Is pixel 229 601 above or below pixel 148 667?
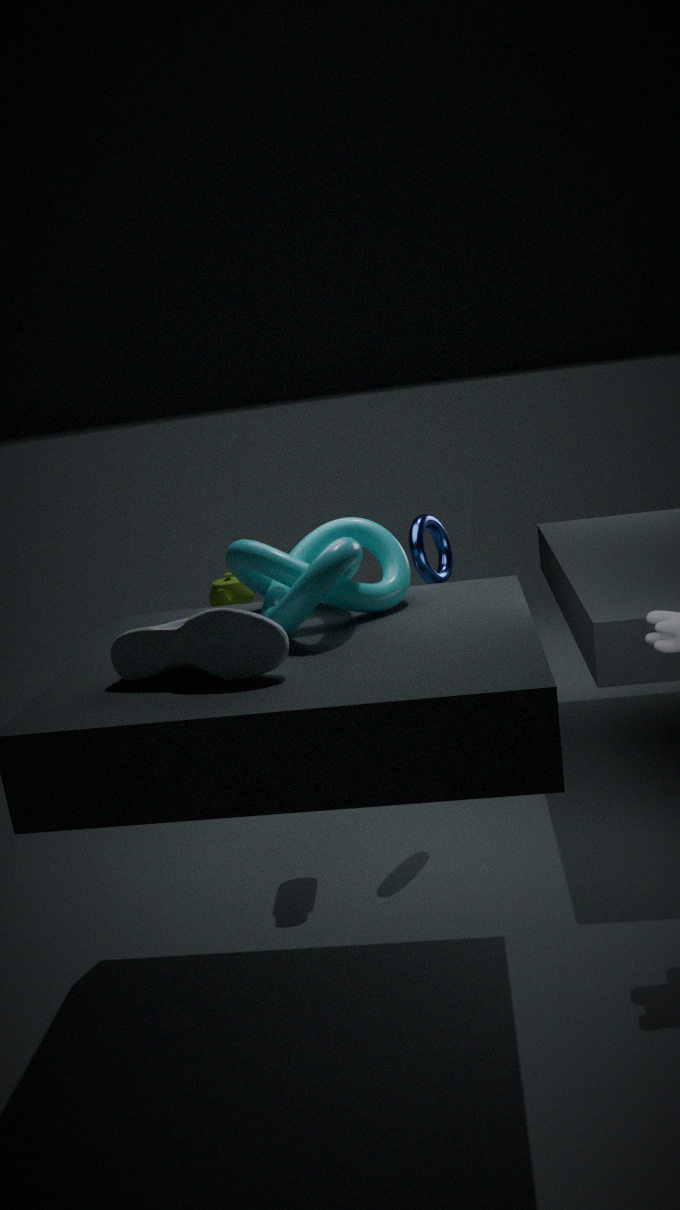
below
